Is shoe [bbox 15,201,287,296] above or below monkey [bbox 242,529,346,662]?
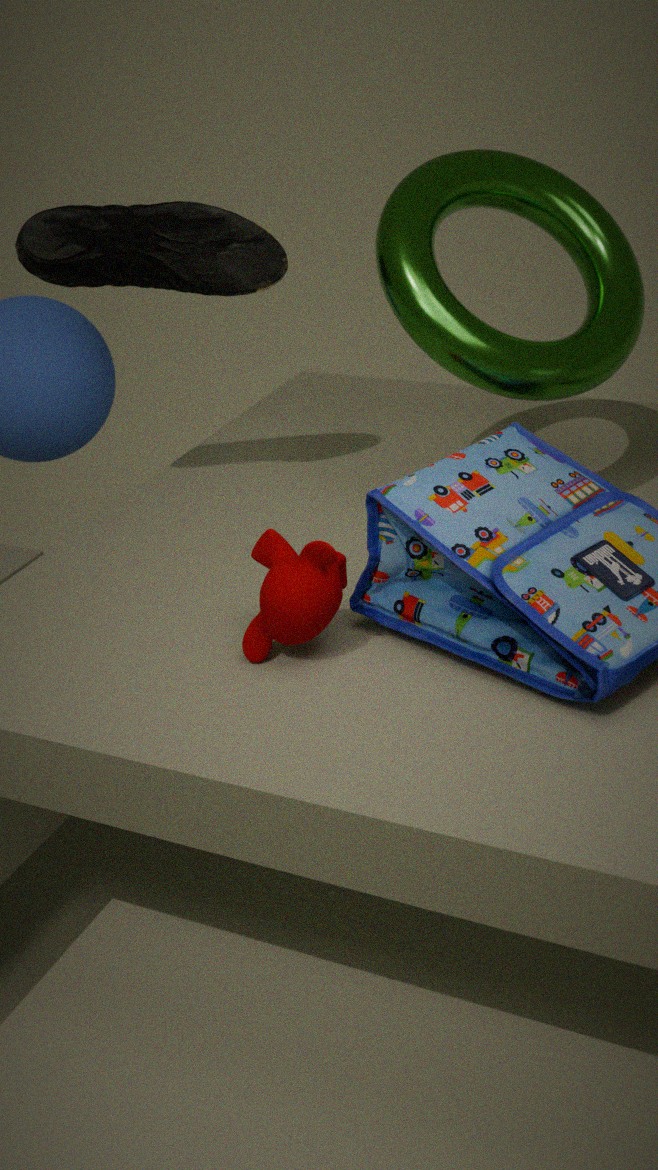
above
